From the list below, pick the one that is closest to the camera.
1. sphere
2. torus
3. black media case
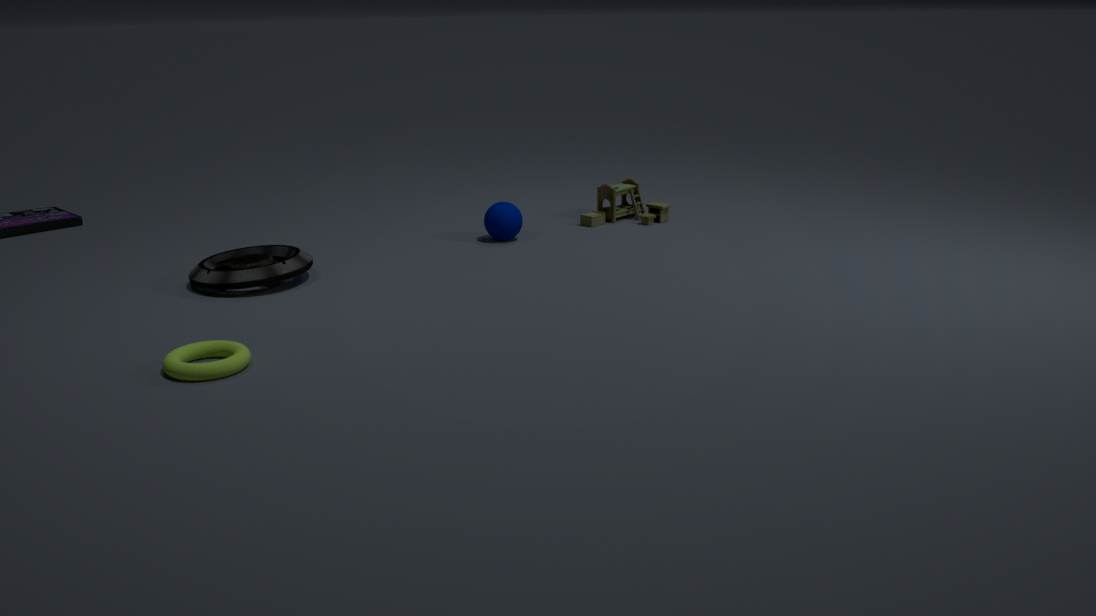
torus
